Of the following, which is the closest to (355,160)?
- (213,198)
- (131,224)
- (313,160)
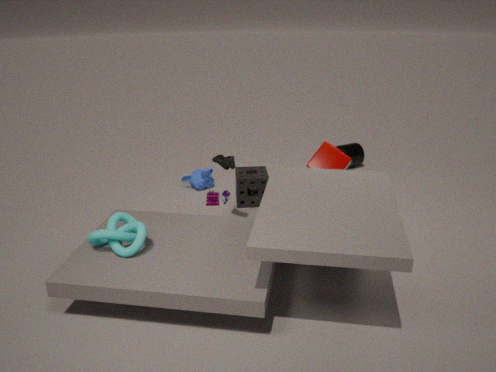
(313,160)
